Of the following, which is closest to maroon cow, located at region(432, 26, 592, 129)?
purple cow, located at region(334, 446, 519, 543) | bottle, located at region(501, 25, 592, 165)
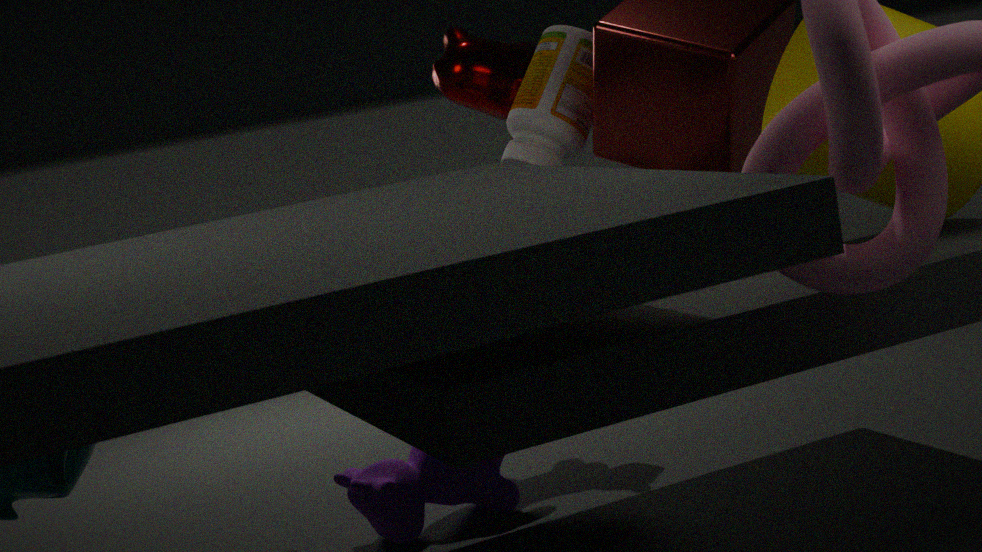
bottle, located at region(501, 25, 592, 165)
